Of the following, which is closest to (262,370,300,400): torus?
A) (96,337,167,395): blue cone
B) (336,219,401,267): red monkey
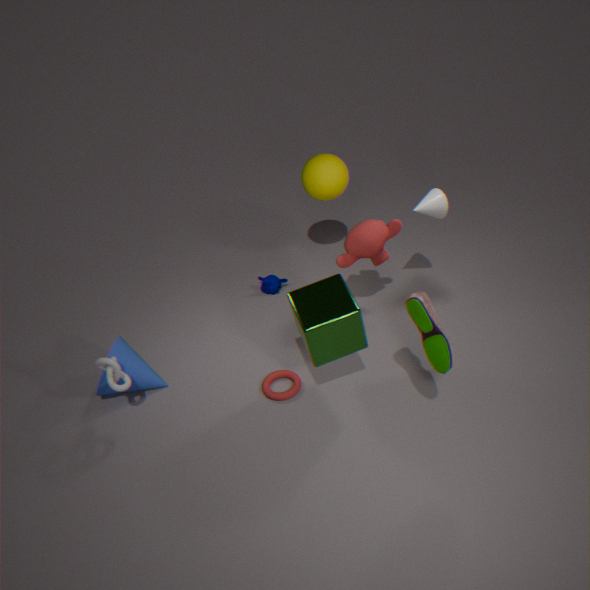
(96,337,167,395): blue cone
